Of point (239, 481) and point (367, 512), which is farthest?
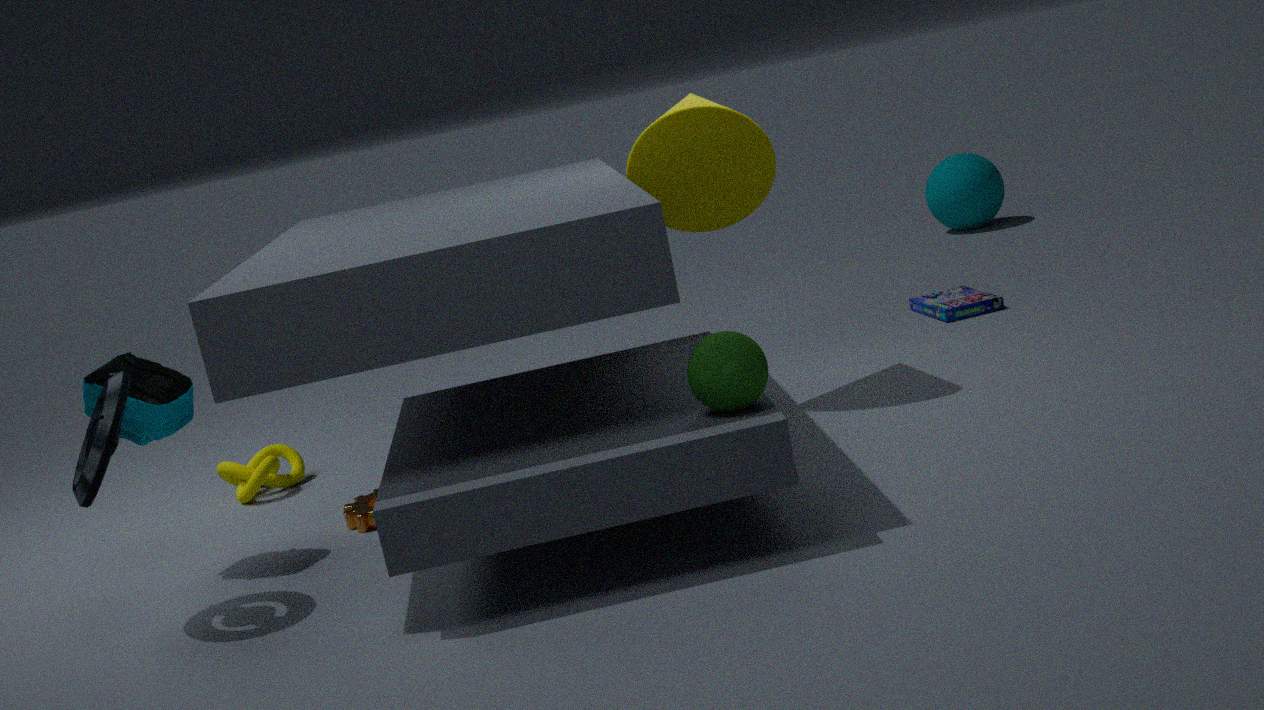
point (239, 481)
